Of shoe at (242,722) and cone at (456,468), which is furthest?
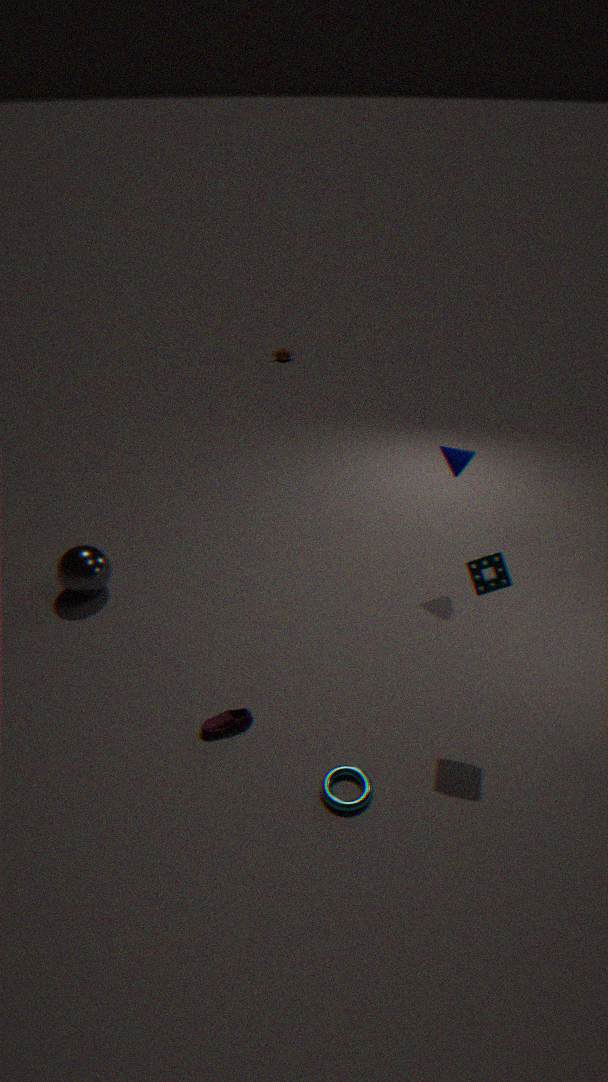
cone at (456,468)
